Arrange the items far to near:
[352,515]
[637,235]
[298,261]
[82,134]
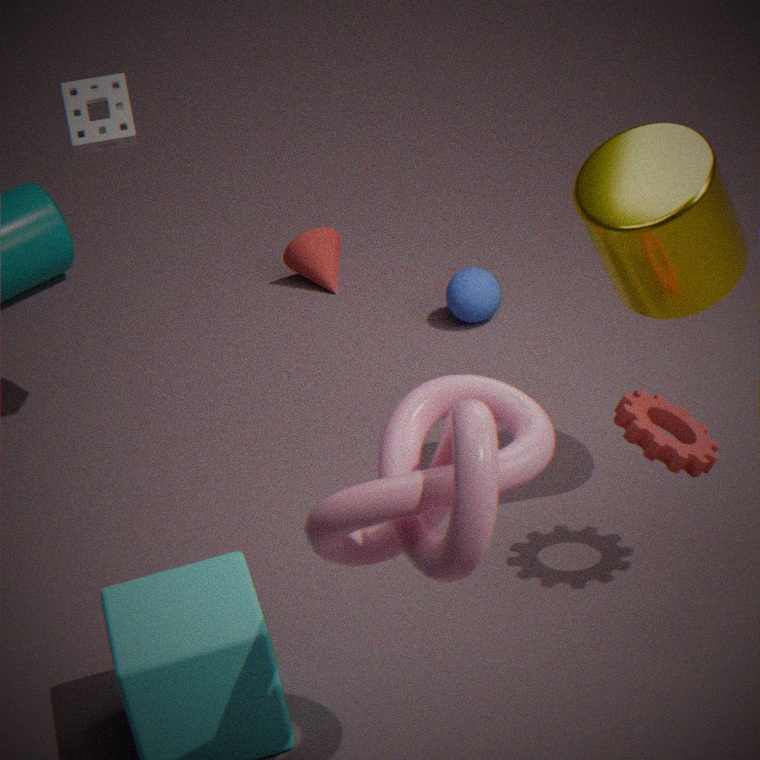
1. [298,261]
2. [82,134]
3. [637,235]
4. [352,515]
